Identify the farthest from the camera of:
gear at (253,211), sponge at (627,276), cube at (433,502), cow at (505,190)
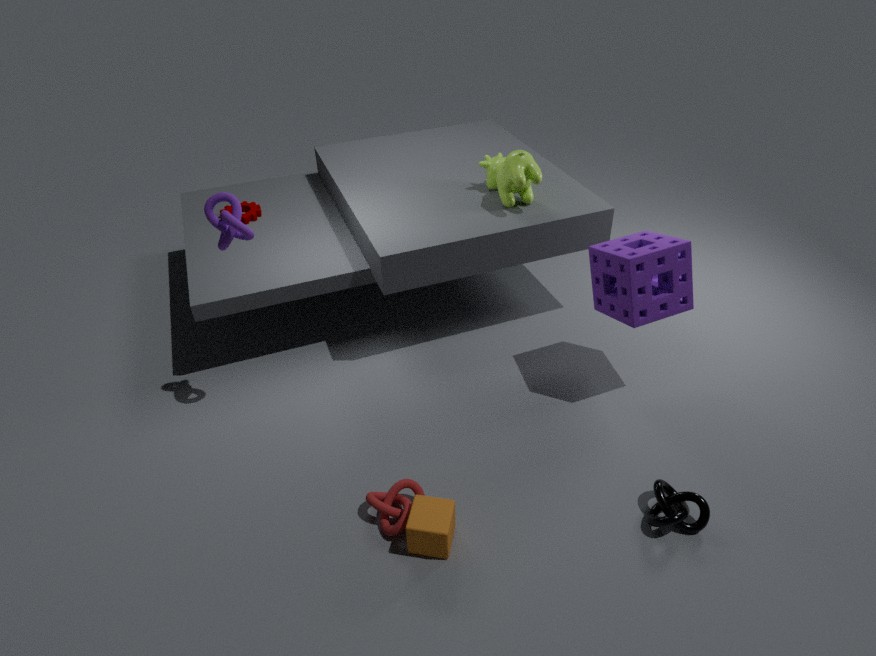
gear at (253,211)
